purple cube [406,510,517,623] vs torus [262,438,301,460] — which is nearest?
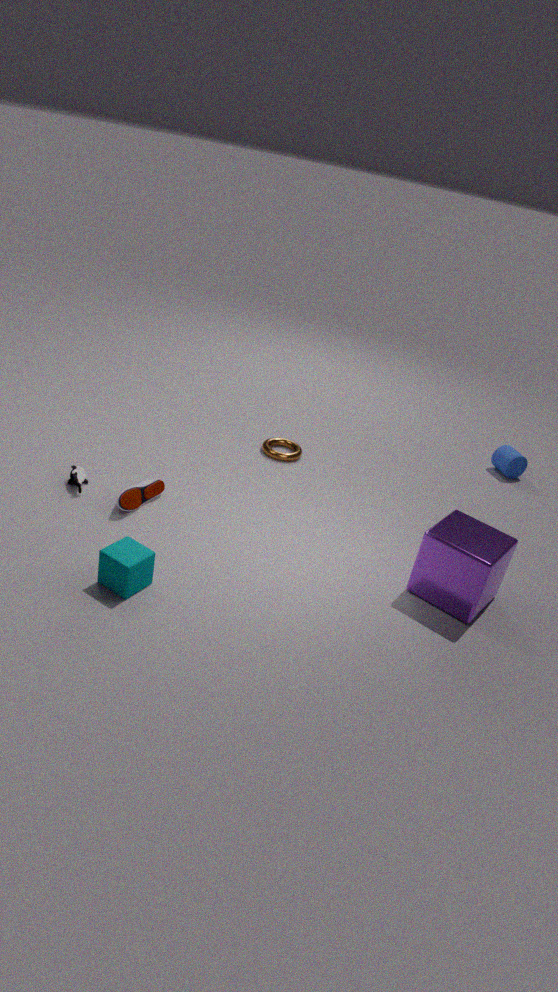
purple cube [406,510,517,623]
